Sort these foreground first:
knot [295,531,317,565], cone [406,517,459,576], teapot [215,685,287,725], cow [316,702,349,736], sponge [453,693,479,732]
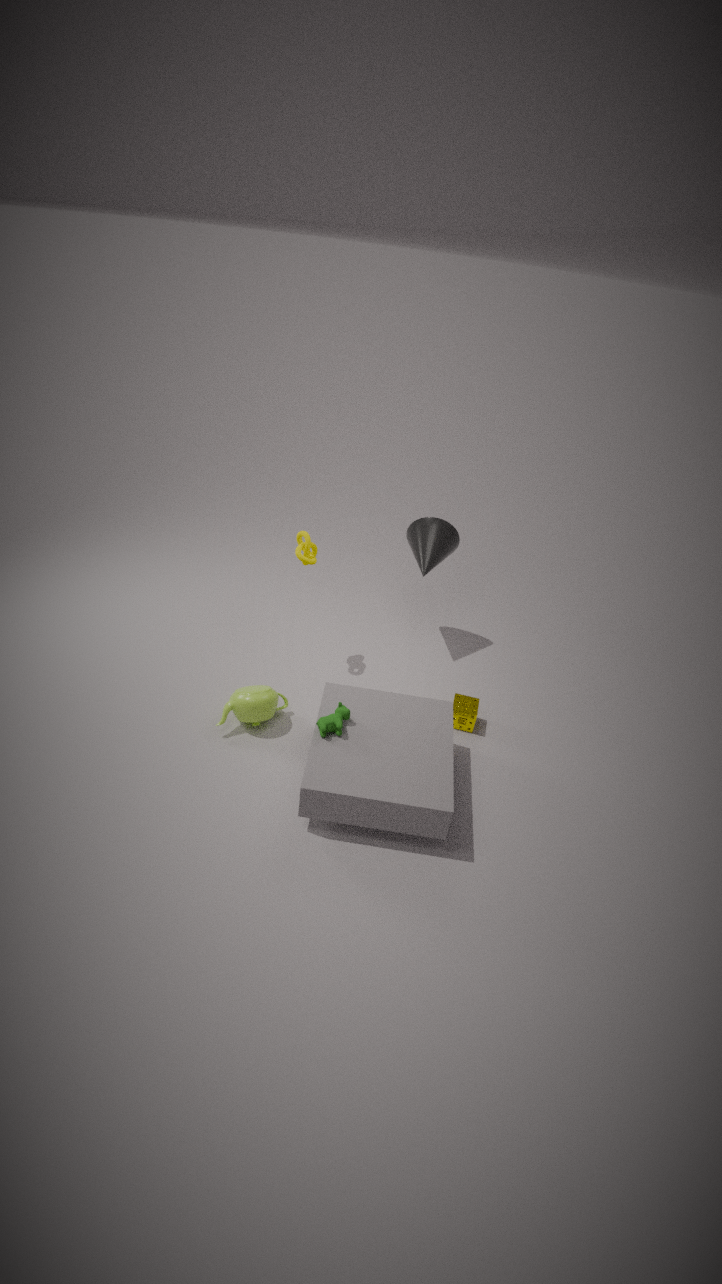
1. cow [316,702,349,736]
2. teapot [215,685,287,725]
3. sponge [453,693,479,732]
4. knot [295,531,317,565]
5. cone [406,517,459,576]
